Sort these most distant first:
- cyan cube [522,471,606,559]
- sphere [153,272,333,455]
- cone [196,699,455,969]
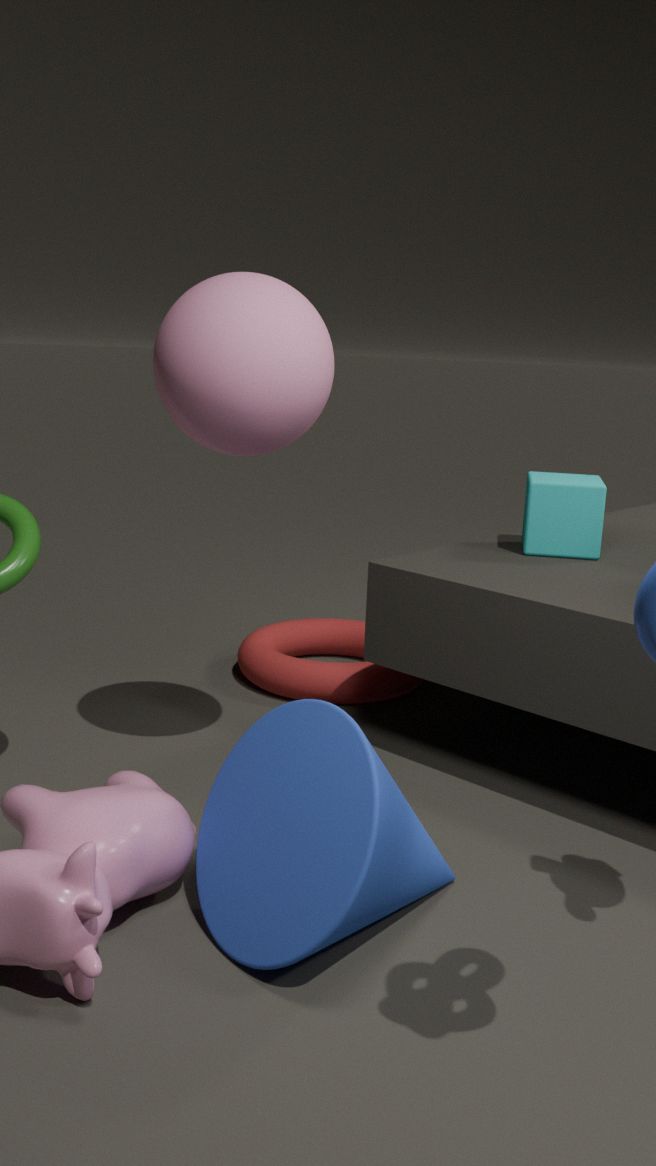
1. cyan cube [522,471,606,559]
2. sphere [153,272,333,455]
3. cone [196,699,455,969]
